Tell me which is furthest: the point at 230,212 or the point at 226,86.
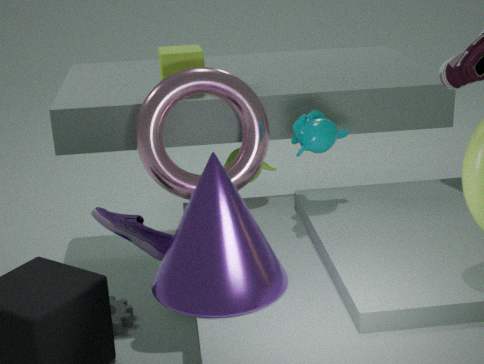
the point at 226,86
